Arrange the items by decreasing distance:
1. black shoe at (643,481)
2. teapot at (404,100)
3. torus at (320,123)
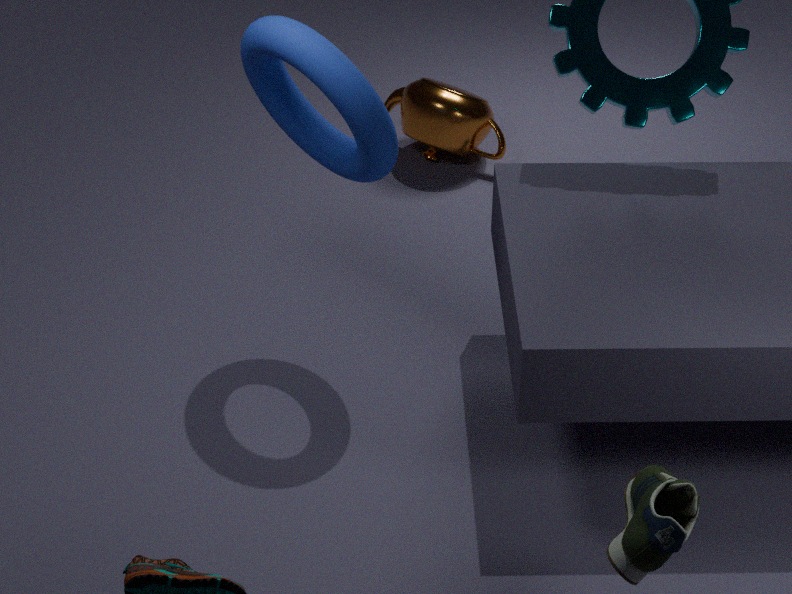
1. teapot at (404,100)
2. torus at (320,123)
3. black shoe at (643,481)
